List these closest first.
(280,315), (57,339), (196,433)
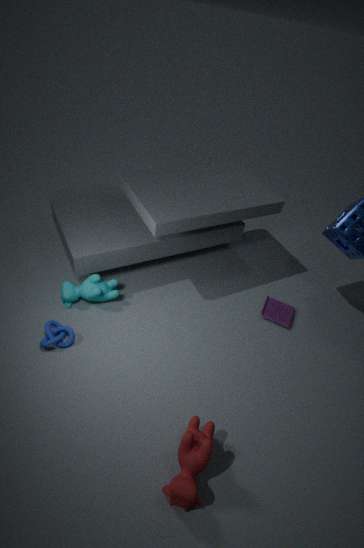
(196,433) < (57,339) < (280,315)
